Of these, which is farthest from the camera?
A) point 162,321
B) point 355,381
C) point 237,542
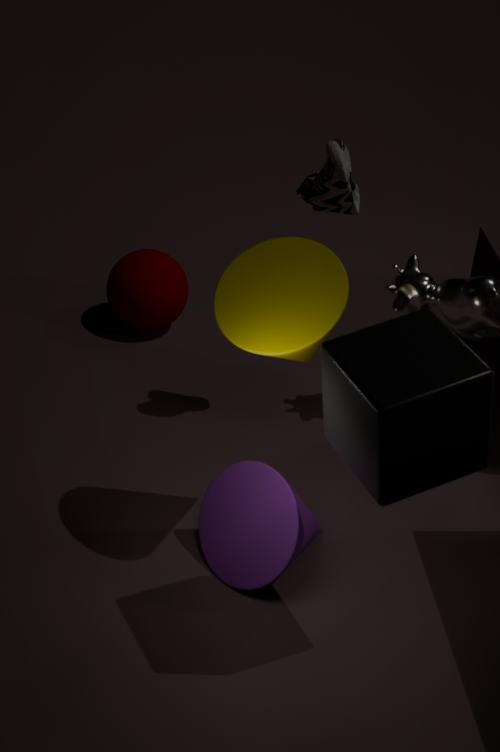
point 162,321
